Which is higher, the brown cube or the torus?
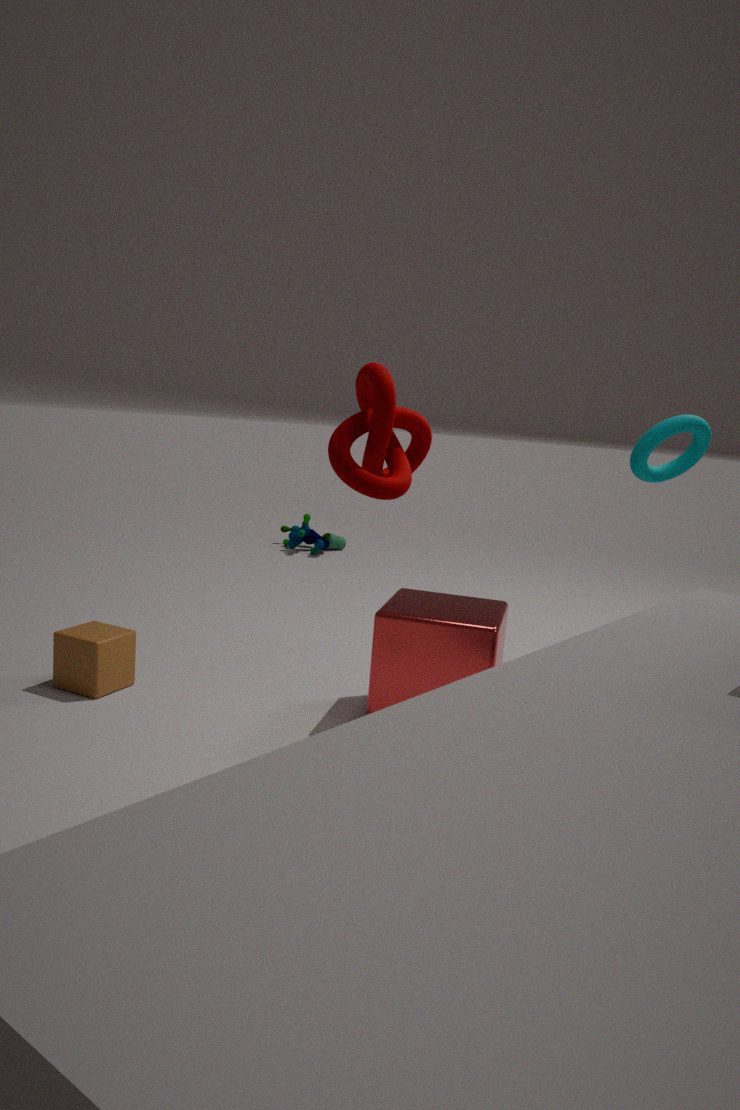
the torus
